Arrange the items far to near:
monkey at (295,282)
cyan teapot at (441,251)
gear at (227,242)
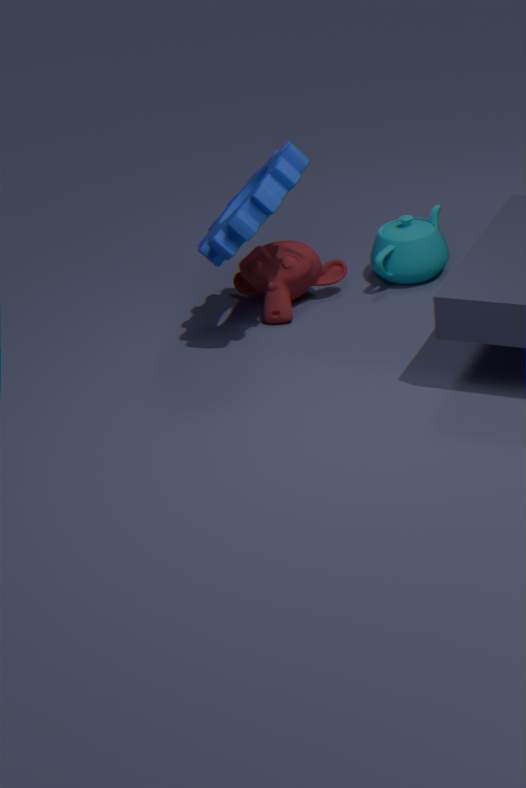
cyan teapot at (441,251) < monkey at (295,282) < gear at (227,242)
